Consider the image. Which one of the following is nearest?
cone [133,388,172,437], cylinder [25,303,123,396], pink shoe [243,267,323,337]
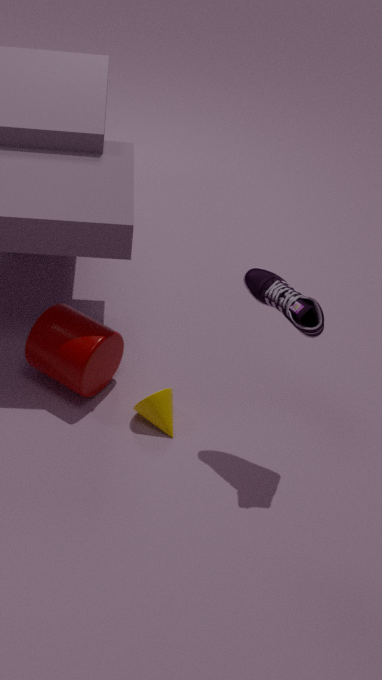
pink shoe [243,267,323,337]
